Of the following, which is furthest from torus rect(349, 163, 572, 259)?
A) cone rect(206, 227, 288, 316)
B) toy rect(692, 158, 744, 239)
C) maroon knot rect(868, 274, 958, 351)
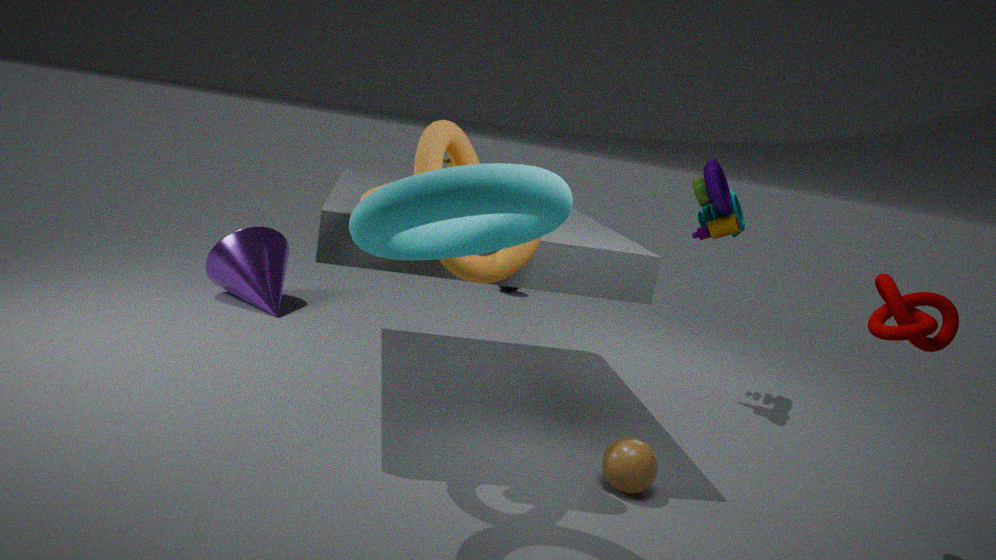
cone rect(206, 227, 288, 316)
